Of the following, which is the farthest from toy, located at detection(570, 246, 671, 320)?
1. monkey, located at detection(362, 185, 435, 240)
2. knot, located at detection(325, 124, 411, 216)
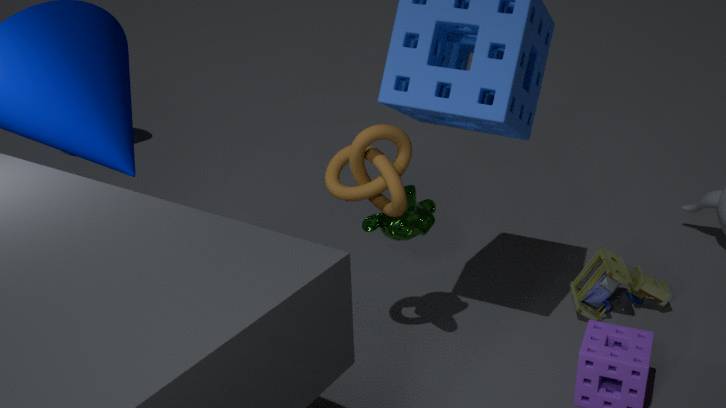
knot, located at detection(325, 124, 411, 216)
